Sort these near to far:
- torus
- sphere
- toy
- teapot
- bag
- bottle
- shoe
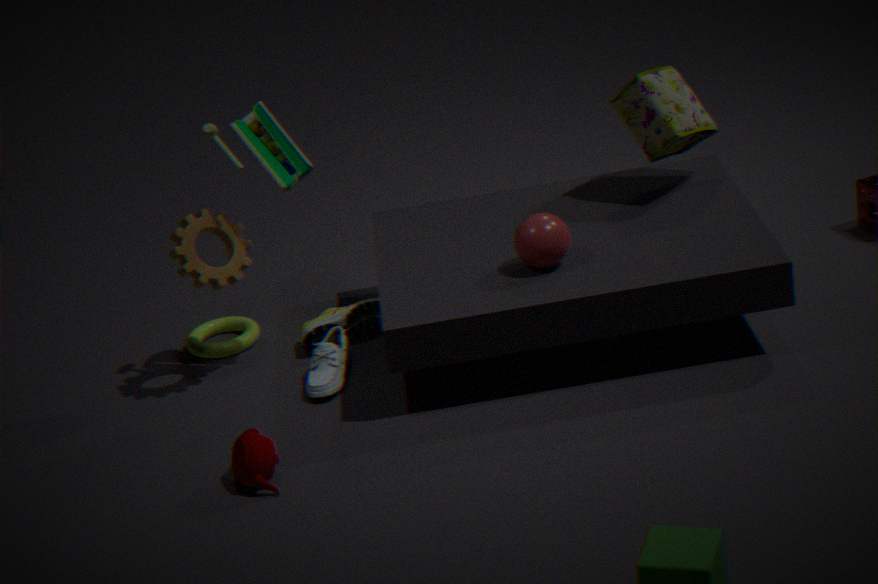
teapot < sphere < toy < bottle < bag < shoe < torus
